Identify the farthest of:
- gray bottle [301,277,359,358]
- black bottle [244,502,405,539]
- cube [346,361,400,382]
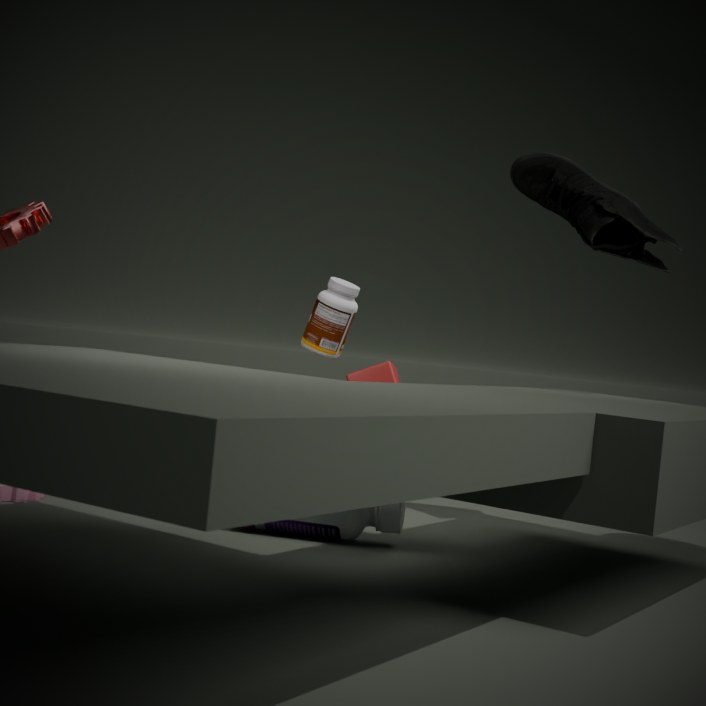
cube [346,361,400,382]
